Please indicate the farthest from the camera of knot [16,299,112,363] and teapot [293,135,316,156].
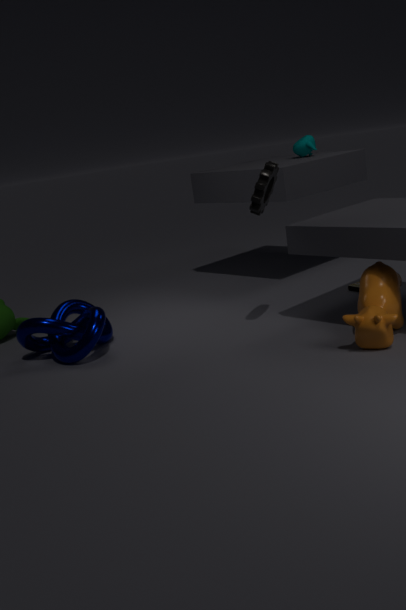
teapot [293,135,316,156]
